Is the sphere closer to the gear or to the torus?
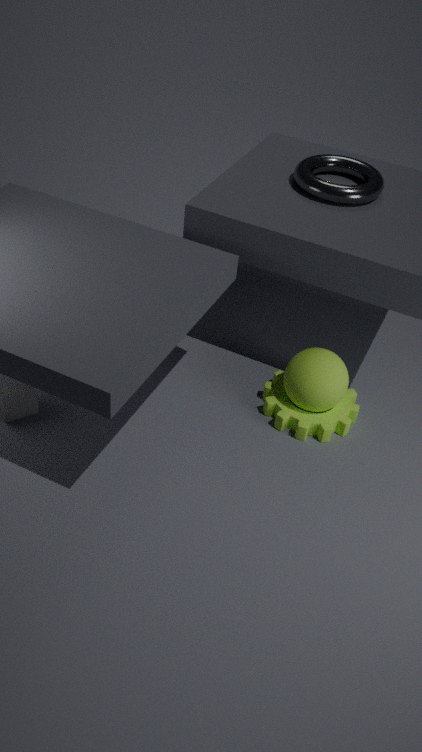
the gear
